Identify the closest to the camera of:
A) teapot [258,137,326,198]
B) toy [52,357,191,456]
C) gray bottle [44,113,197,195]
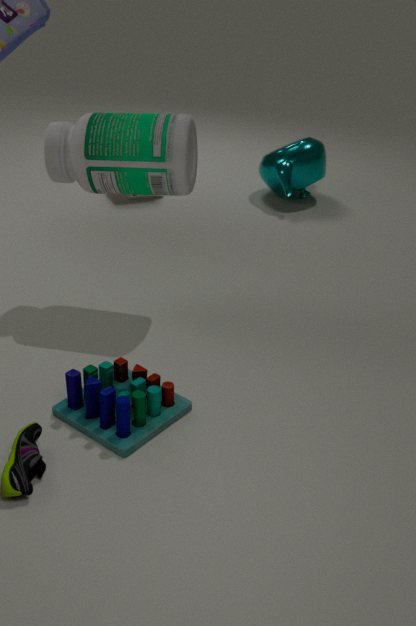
toy [52,357,191,456]
